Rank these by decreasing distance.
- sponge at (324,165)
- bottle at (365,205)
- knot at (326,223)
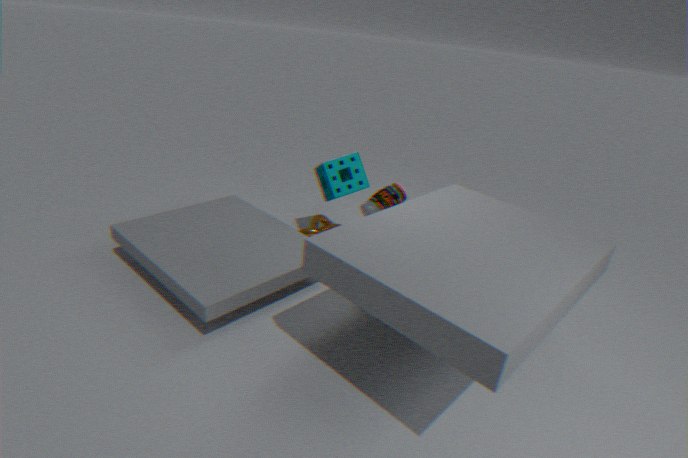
knot at (326,223) → sponge at (324,165) → bottle at (365,205)
